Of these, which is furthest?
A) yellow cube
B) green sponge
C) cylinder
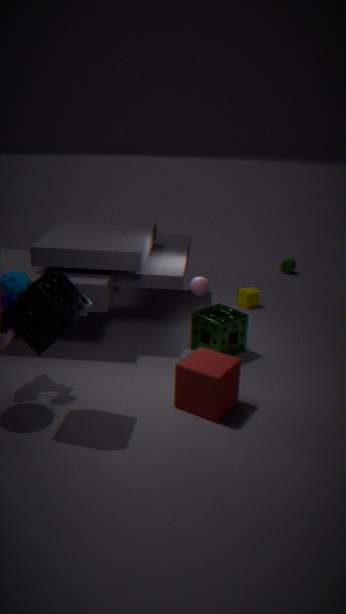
cylinder
